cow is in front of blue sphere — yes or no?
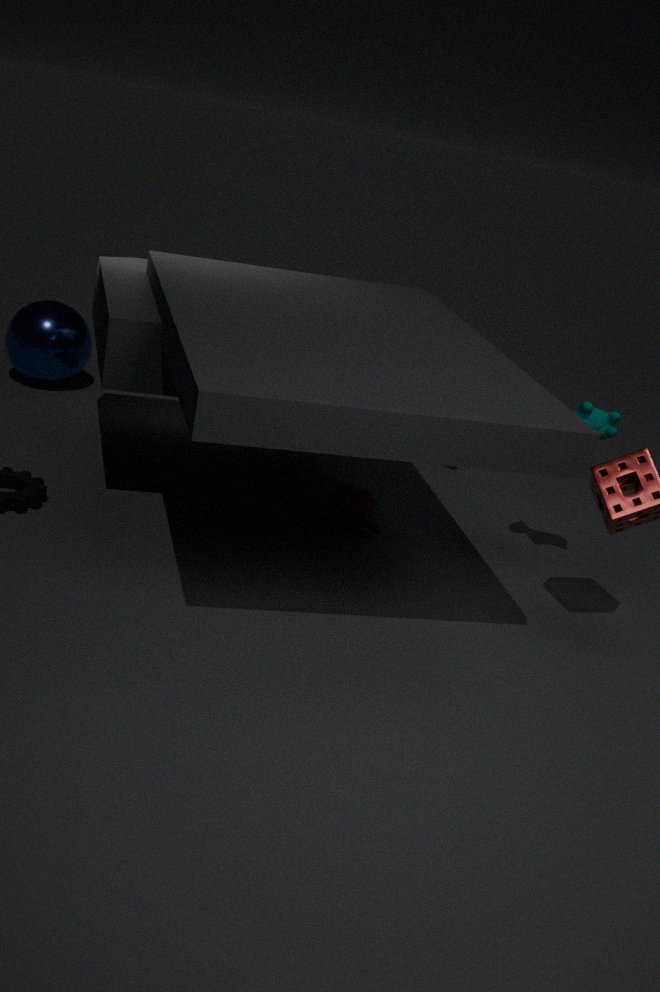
Yes
